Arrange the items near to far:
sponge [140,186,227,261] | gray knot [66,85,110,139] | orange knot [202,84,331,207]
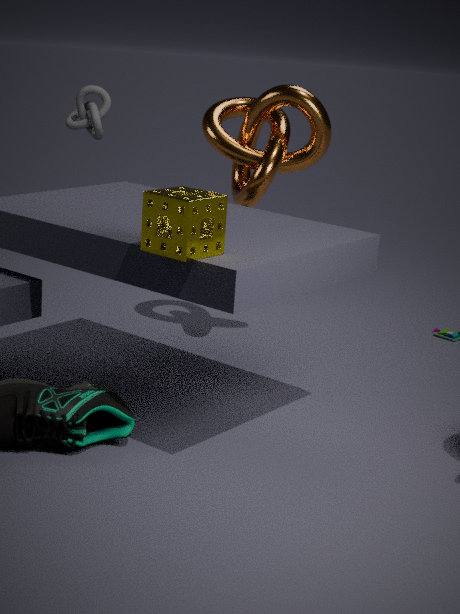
sponge [140,186,227,261]
orange knot [202,84,331,207]
gray knot [66,85,110,139]
